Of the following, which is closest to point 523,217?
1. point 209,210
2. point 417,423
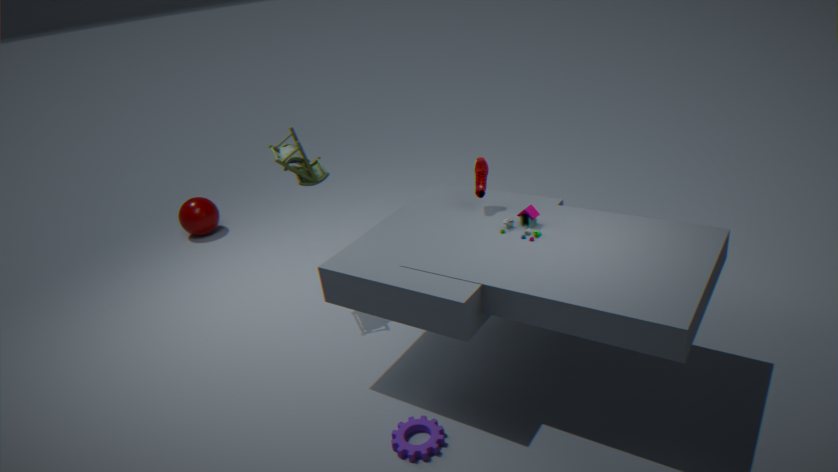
point 417,423
